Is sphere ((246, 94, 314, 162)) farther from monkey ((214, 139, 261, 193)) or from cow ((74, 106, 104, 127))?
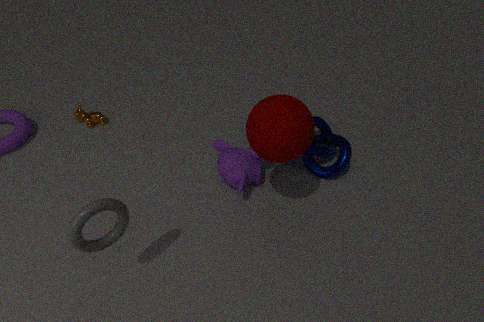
cow ((74, 106, 104, 127))
